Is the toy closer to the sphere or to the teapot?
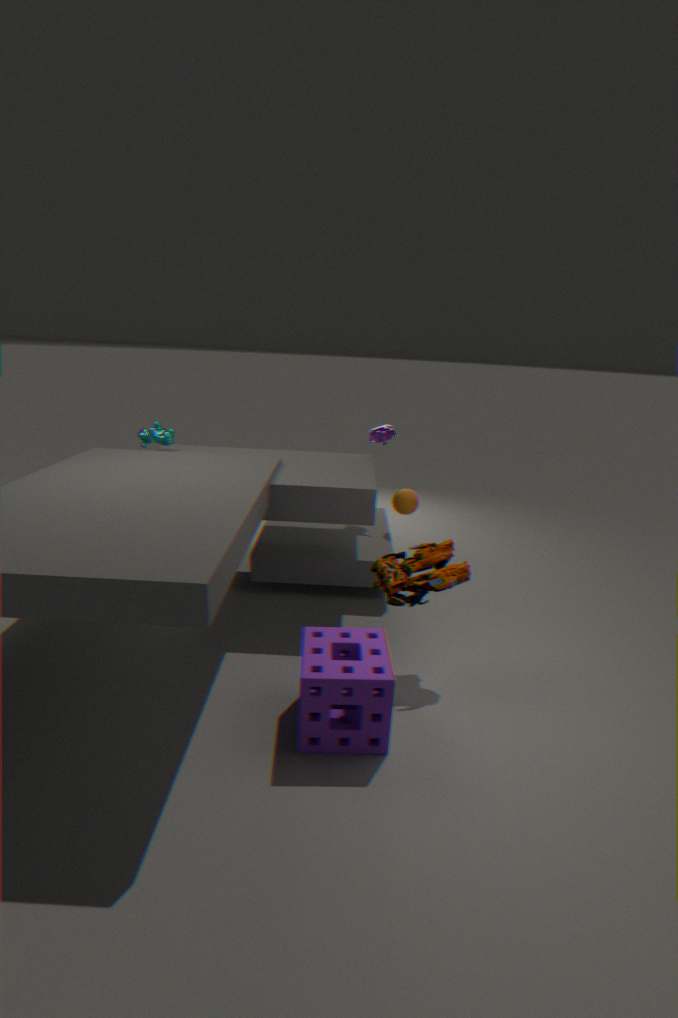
the sphere
